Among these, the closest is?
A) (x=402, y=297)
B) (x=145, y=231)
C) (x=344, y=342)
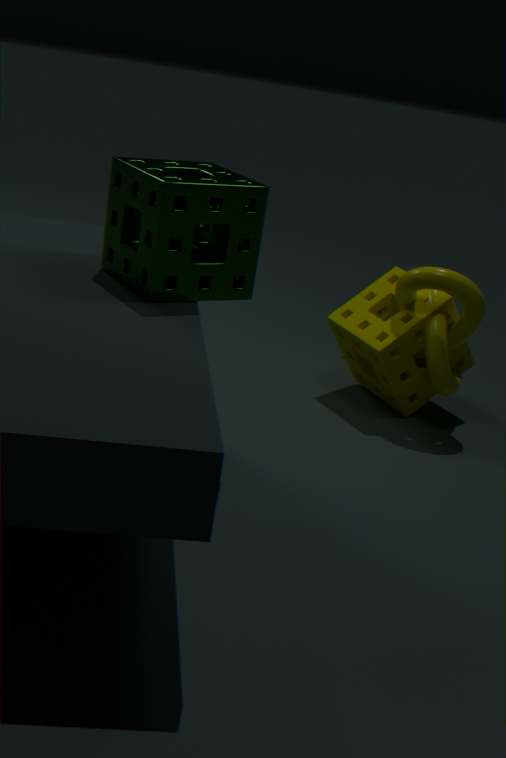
(x=145, y=231)
